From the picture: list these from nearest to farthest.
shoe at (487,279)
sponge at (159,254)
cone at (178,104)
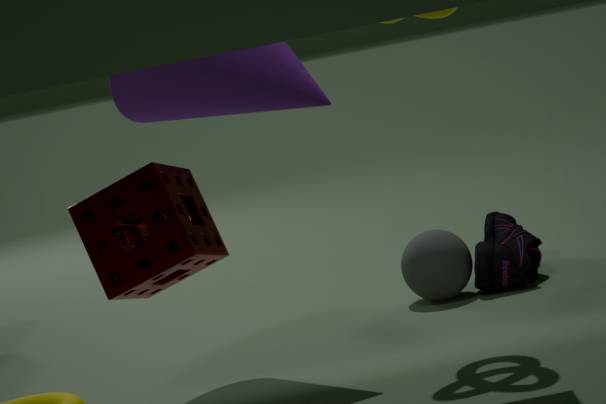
sponge at (159,254) < cone at (178,104) < shoe at (487,279)
